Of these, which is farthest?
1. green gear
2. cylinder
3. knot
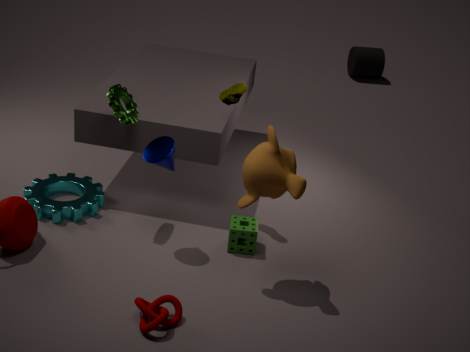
cylinder
